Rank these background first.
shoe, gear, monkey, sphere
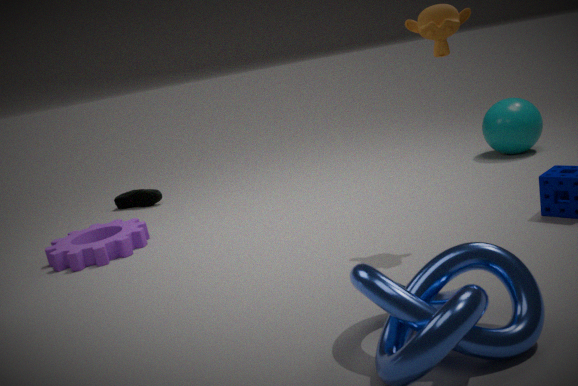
shoe < sphere < gear < monkey
